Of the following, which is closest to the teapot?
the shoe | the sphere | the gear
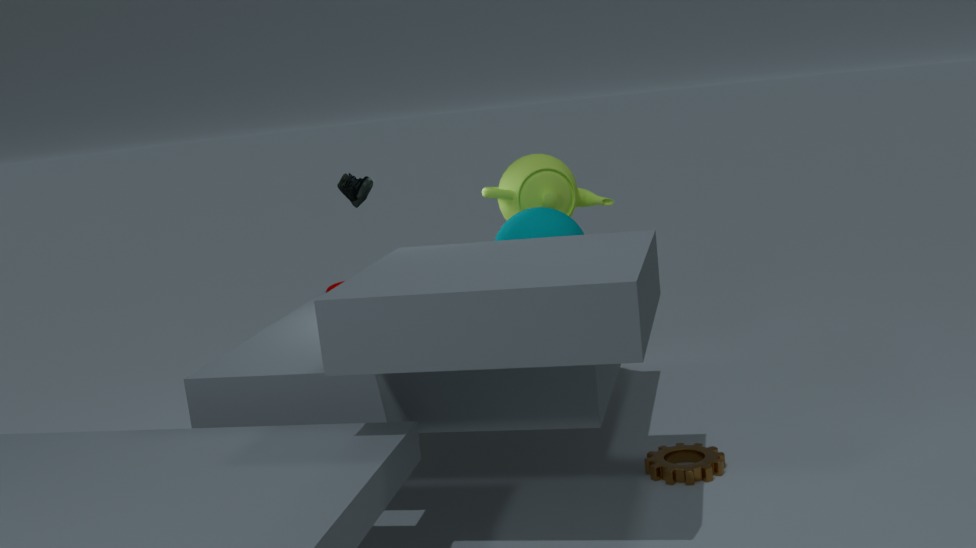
the sphere
